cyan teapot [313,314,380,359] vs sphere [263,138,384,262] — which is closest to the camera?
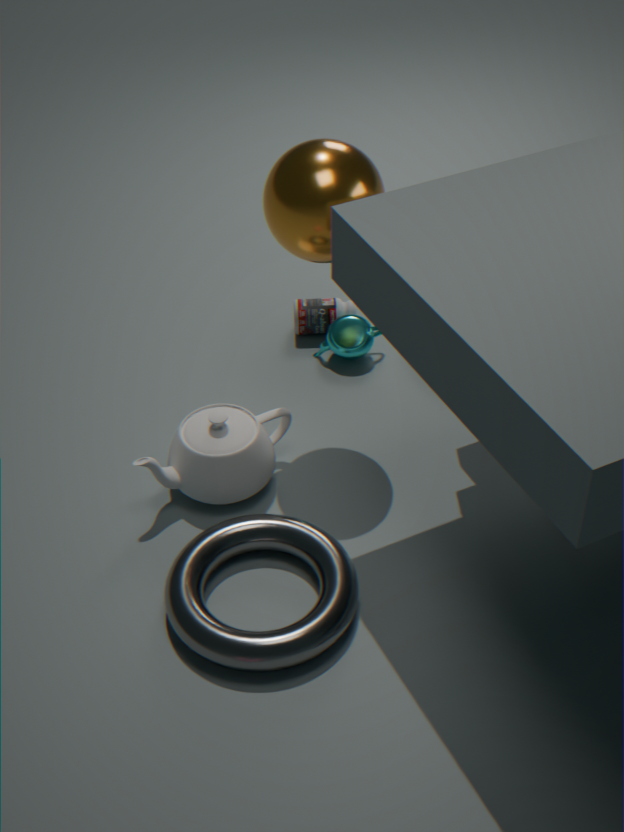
sphere [263,138,384,262]
